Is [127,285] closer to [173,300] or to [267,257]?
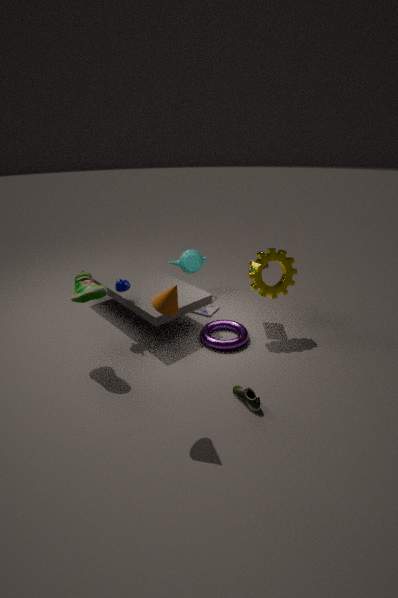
[173,300]
